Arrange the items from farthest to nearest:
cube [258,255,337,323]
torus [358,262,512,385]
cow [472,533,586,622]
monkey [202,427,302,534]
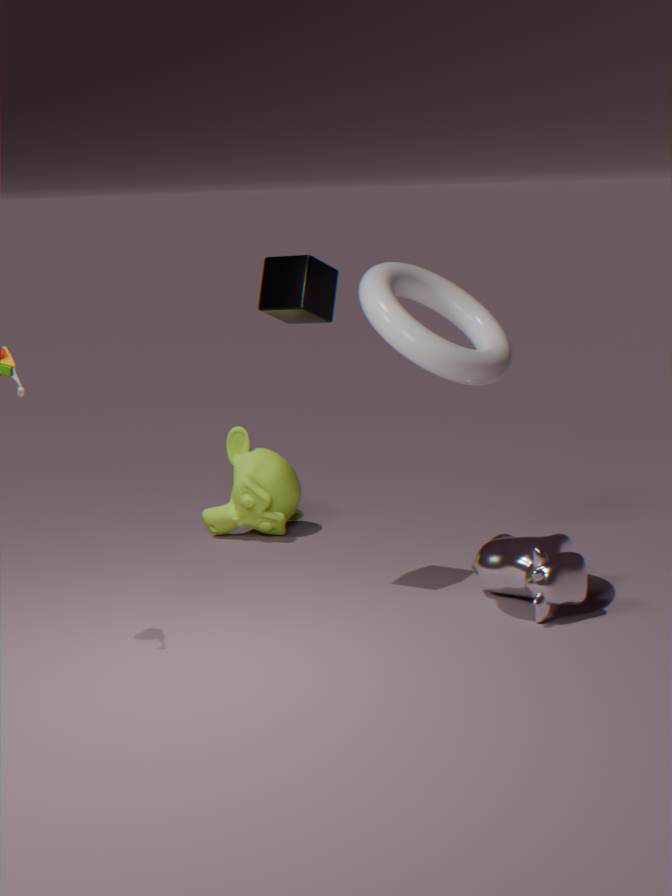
monkey [202,427,302,534]
cube [258,255,337,323]
cow [472,533,586,622]
torus [358,262,512,385]
